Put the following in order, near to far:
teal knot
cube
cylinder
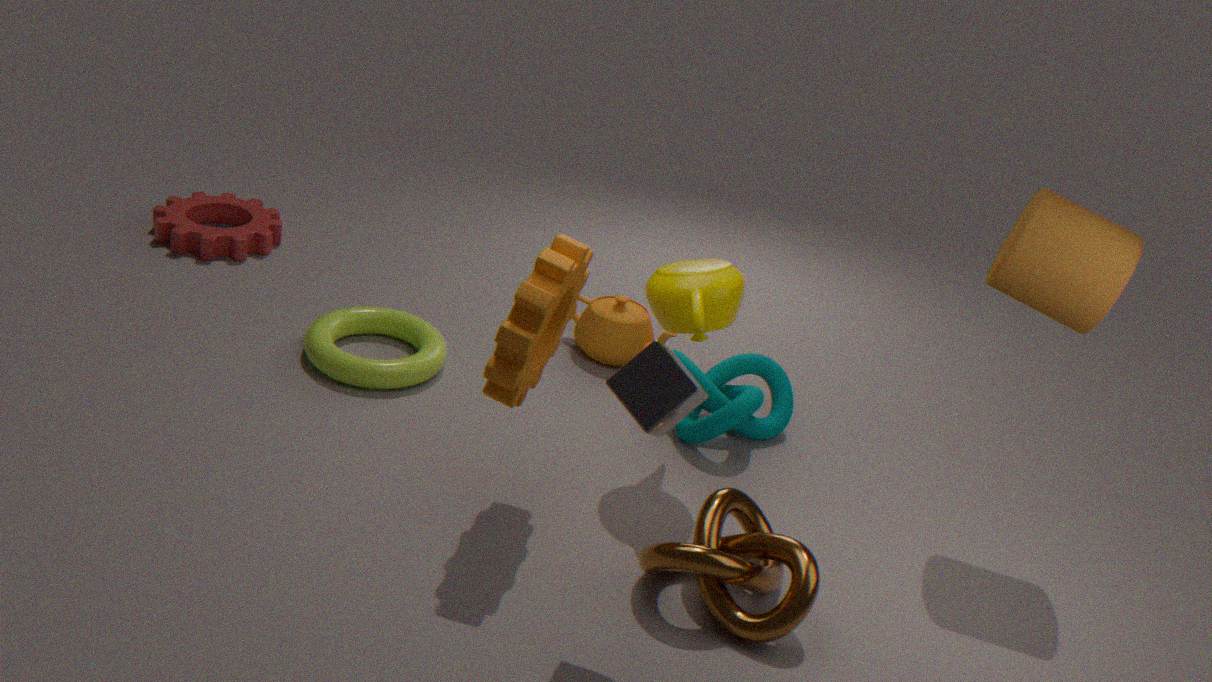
cube → cylinder → teal knot
